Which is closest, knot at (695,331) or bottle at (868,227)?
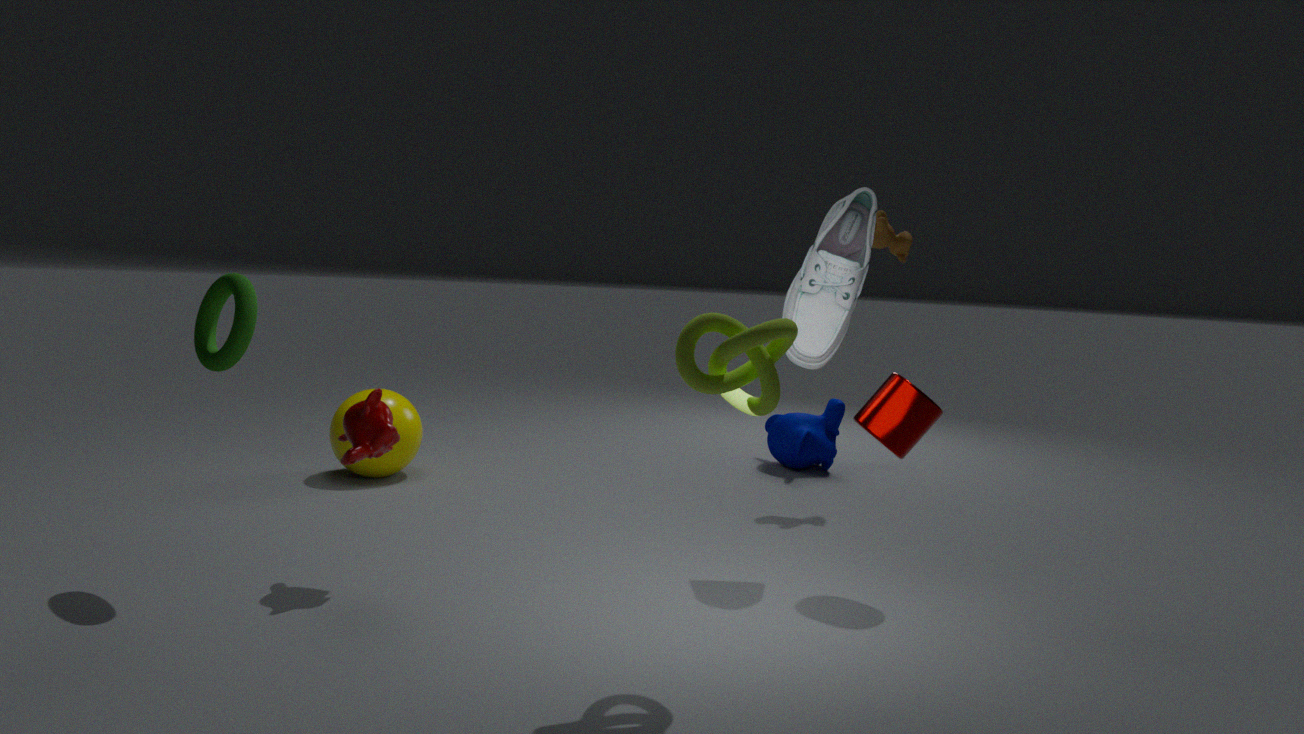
A: knot at (695,331)
